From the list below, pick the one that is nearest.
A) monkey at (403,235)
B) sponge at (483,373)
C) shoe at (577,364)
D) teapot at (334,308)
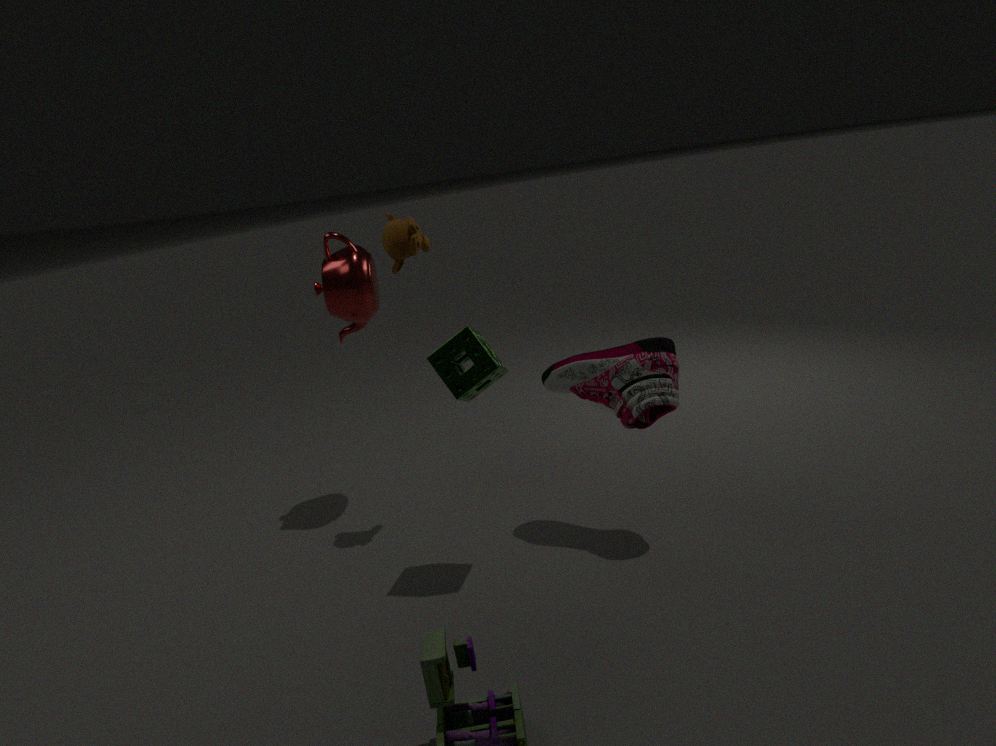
sponge at (483,373)
